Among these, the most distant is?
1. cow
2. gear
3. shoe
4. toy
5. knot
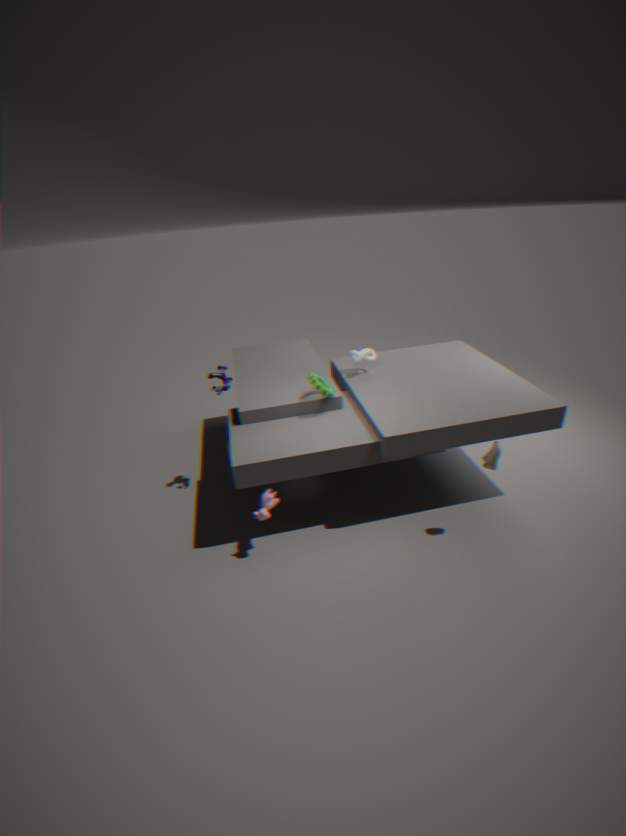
knot
